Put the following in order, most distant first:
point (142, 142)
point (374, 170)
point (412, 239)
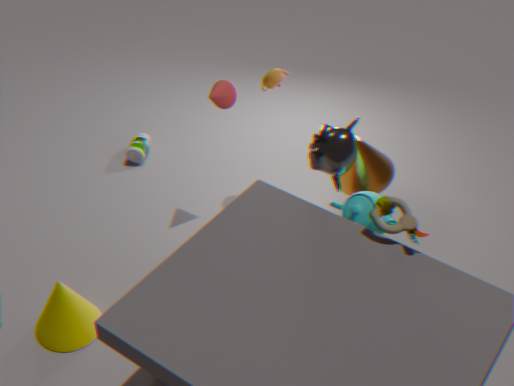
point (142, 142) < point (374, 170) < point (412, 239)
